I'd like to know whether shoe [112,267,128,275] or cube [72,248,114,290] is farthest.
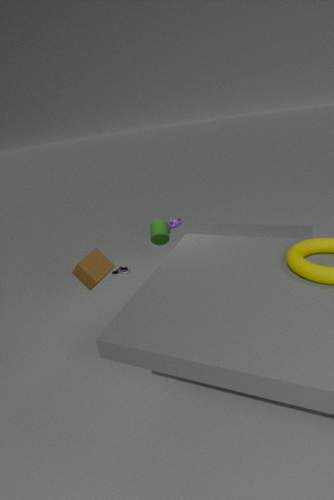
shoe [112,267,128,275]
